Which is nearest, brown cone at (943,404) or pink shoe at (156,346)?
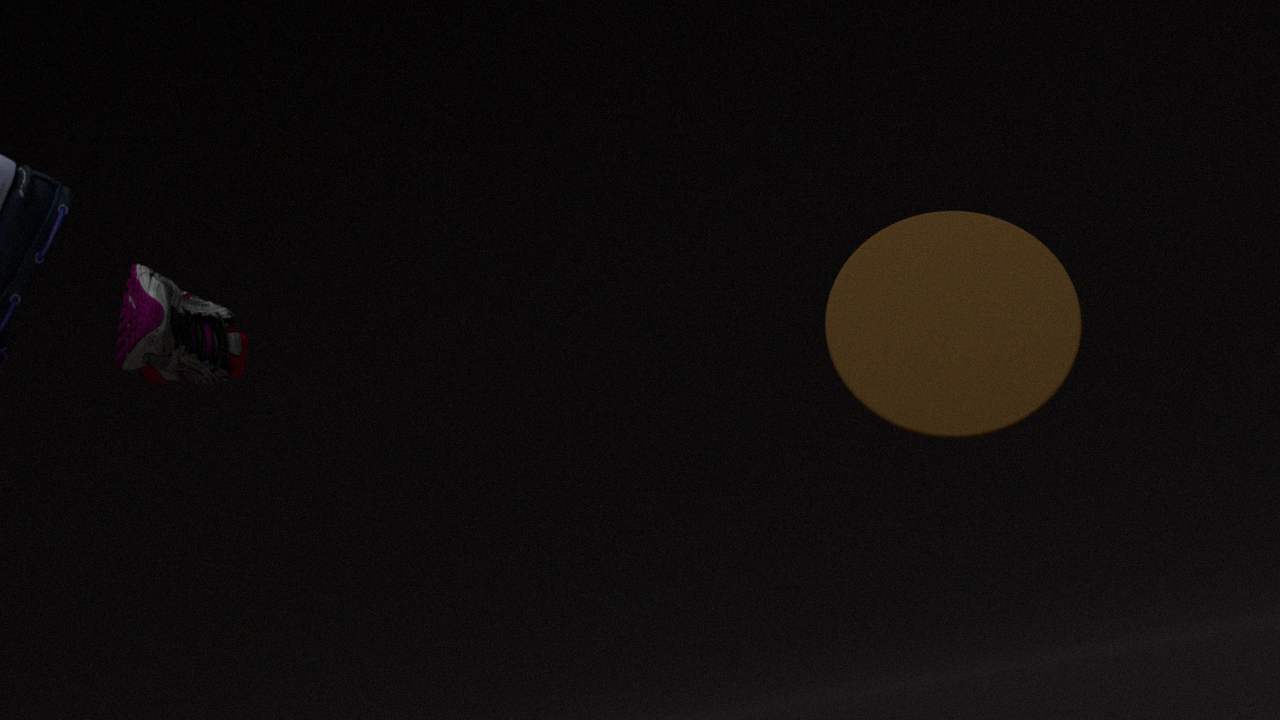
brown cone at (943,404)
